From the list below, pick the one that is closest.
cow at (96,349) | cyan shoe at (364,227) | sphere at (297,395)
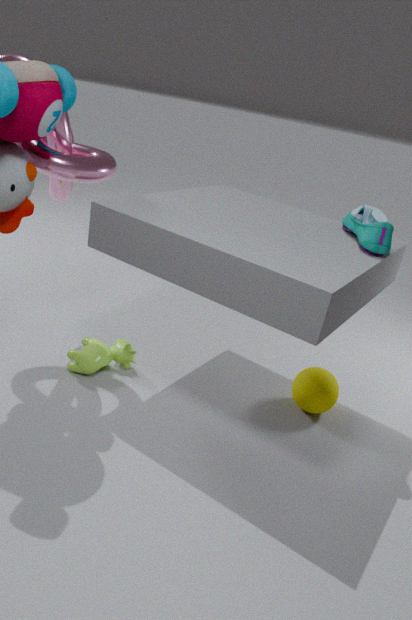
cyan shoe at (364,227)
